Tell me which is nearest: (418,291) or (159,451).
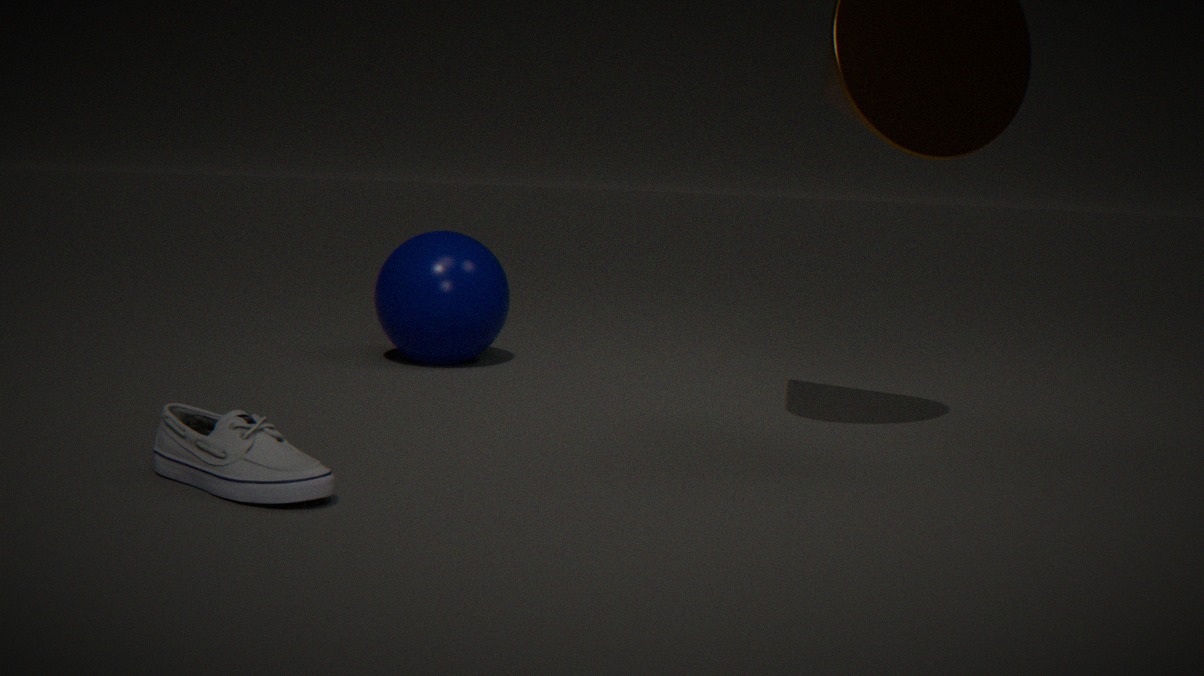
(159,451)
